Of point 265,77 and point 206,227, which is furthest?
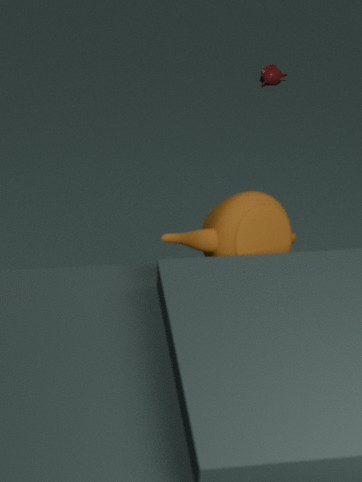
point 265,77
